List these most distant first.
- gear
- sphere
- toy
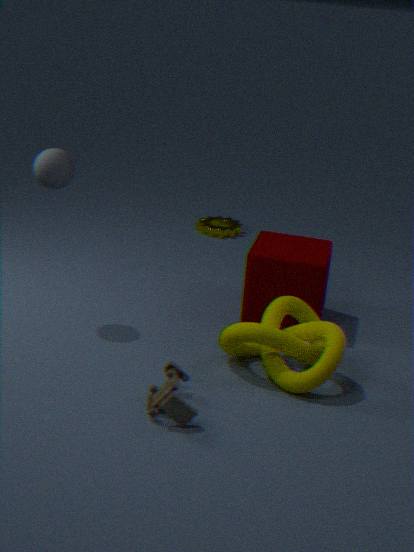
gear → sphere → toy
